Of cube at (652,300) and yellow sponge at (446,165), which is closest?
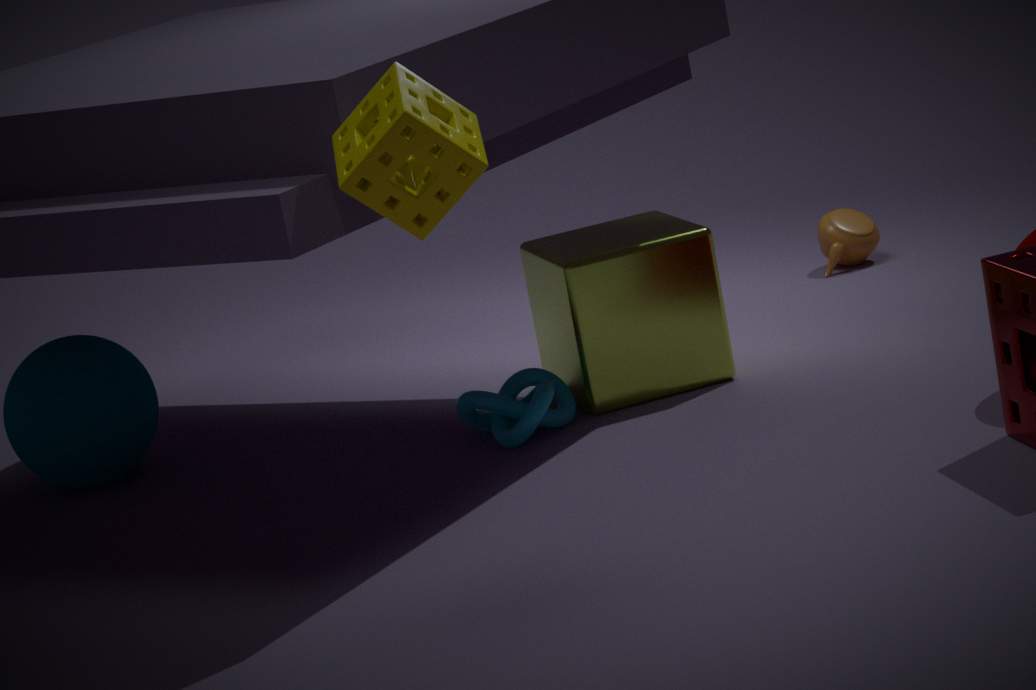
yellow sponge at (446,165)
